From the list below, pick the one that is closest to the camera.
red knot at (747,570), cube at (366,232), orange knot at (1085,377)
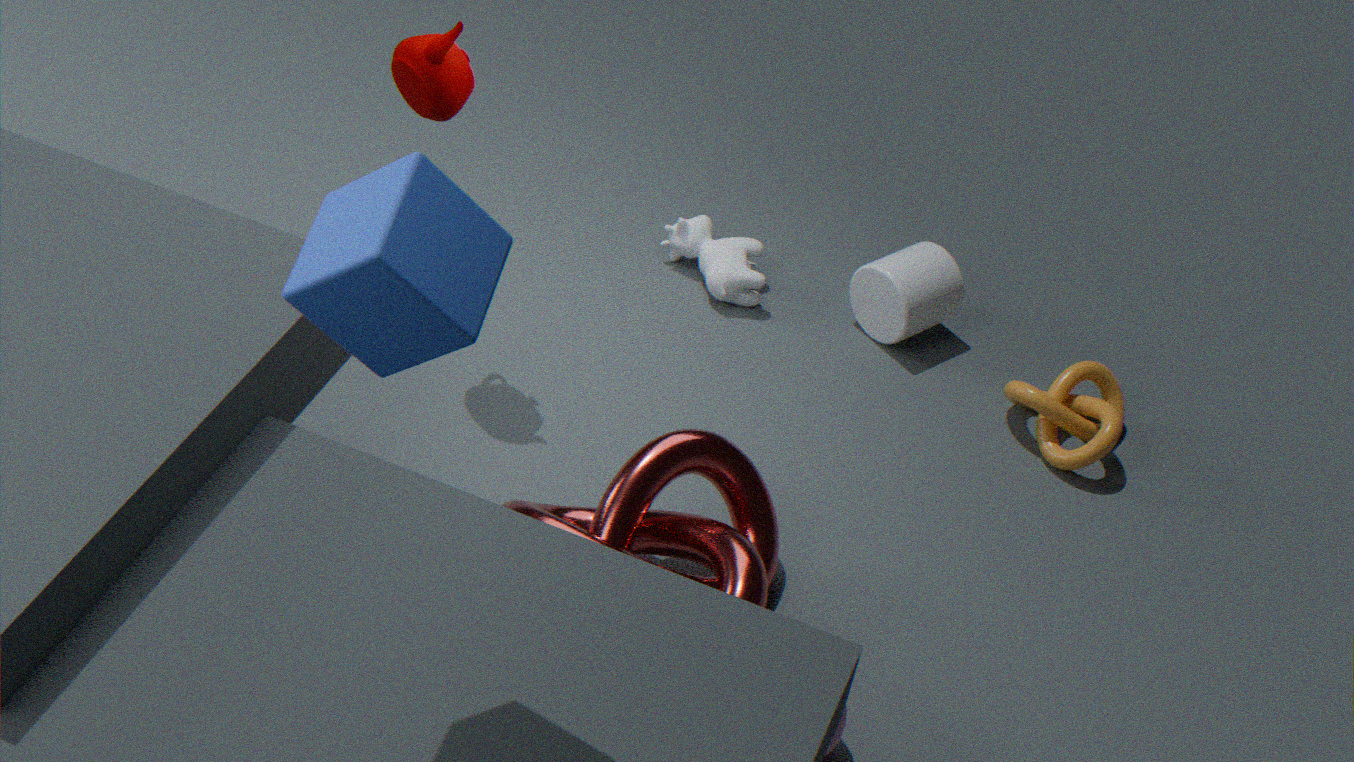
cube at (366,232)
